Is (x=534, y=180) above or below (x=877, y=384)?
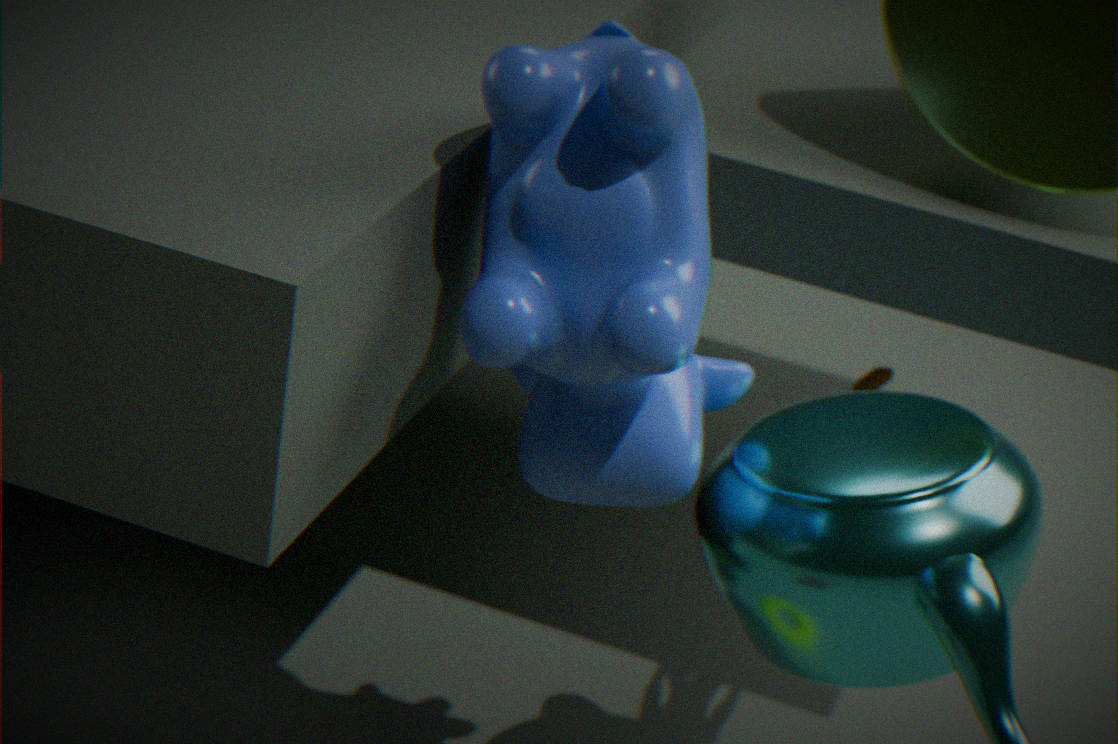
above
